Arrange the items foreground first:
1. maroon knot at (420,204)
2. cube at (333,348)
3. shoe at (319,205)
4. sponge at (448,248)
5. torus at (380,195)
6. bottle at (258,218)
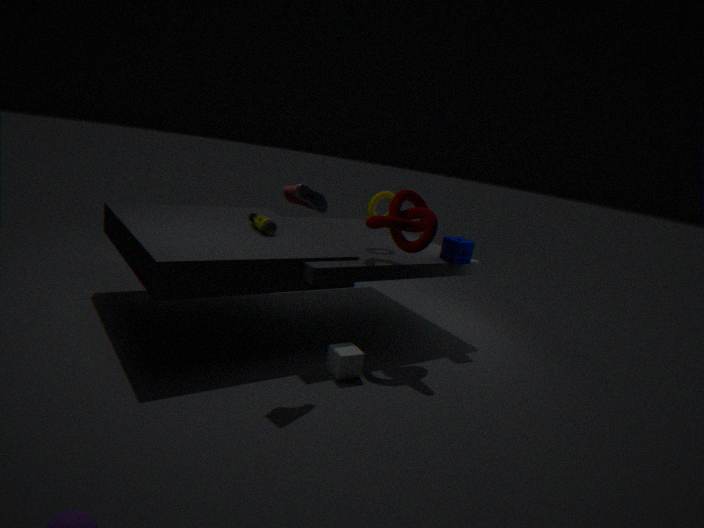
1. shoe at (319,205)
2. cube at (333,348)
3. maroon knot at (420,204)
4. bottle at (258,218)
5. torus at (380,195)
6. sponge at (448,248)
